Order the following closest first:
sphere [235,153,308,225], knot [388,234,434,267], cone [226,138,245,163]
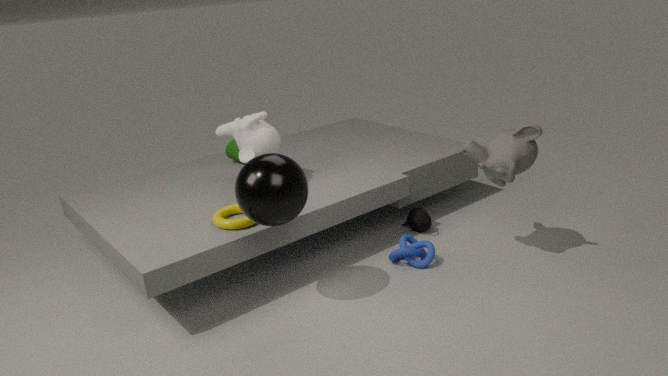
sphere [235,153,308,225] → knot [388,234,434,267] → cone [226,138,245,163]
